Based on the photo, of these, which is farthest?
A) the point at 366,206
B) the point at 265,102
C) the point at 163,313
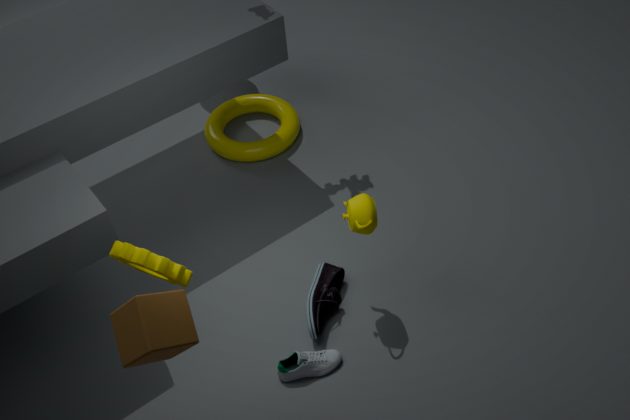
the point at 265,102
